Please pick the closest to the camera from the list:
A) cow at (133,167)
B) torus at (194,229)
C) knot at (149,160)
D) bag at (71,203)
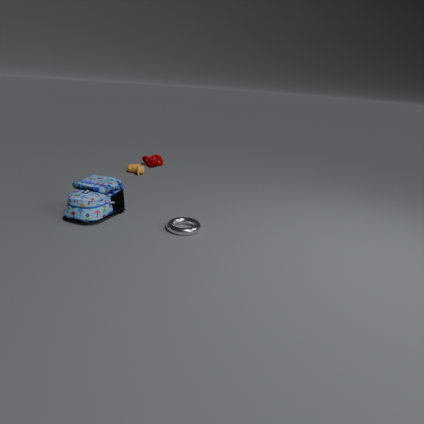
torus at (194,229)
